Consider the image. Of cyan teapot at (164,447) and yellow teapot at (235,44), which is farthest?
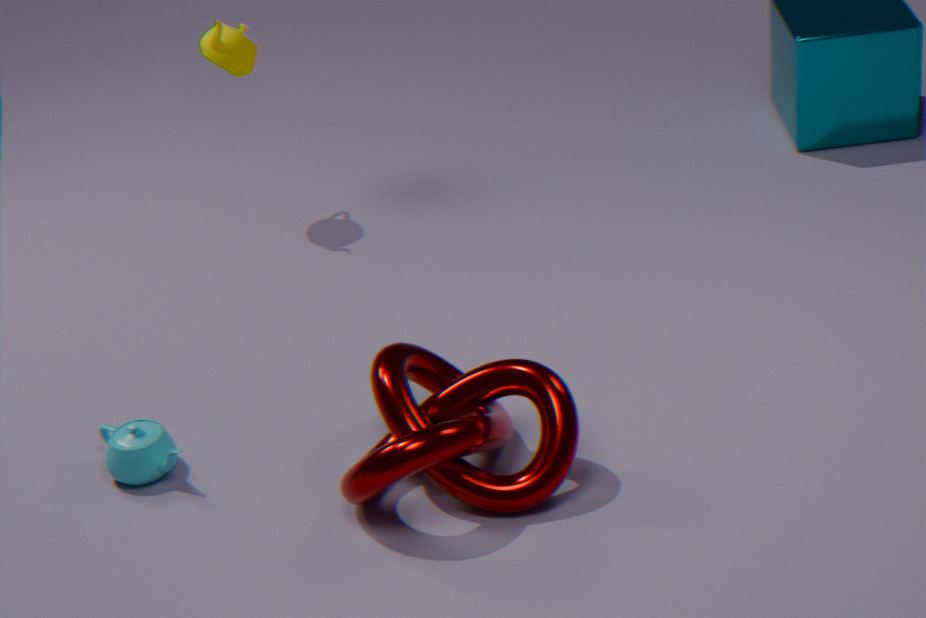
yellow teapot at (235,44)
